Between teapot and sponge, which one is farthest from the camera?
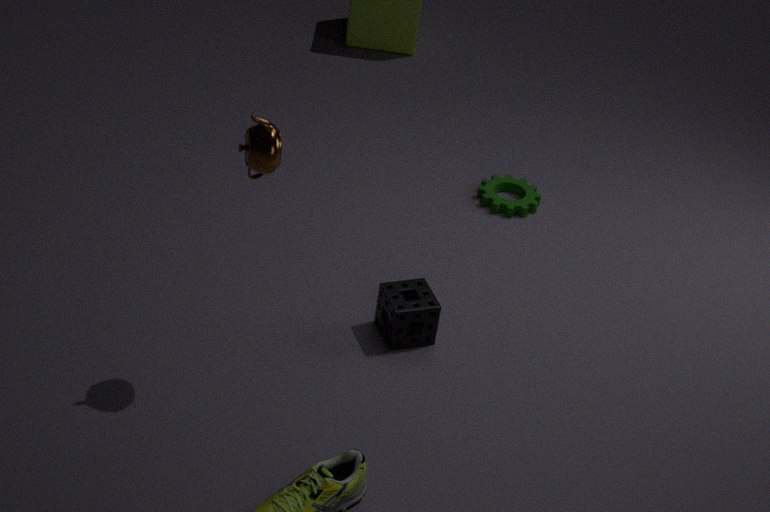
sponge
